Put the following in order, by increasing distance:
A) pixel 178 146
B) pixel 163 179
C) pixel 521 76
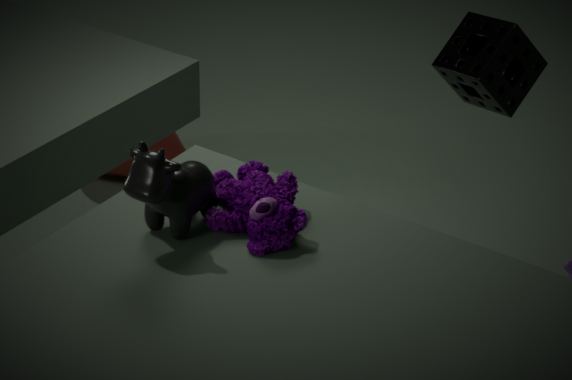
pixel 163 179, pixel 521 76, pixel 178 146
